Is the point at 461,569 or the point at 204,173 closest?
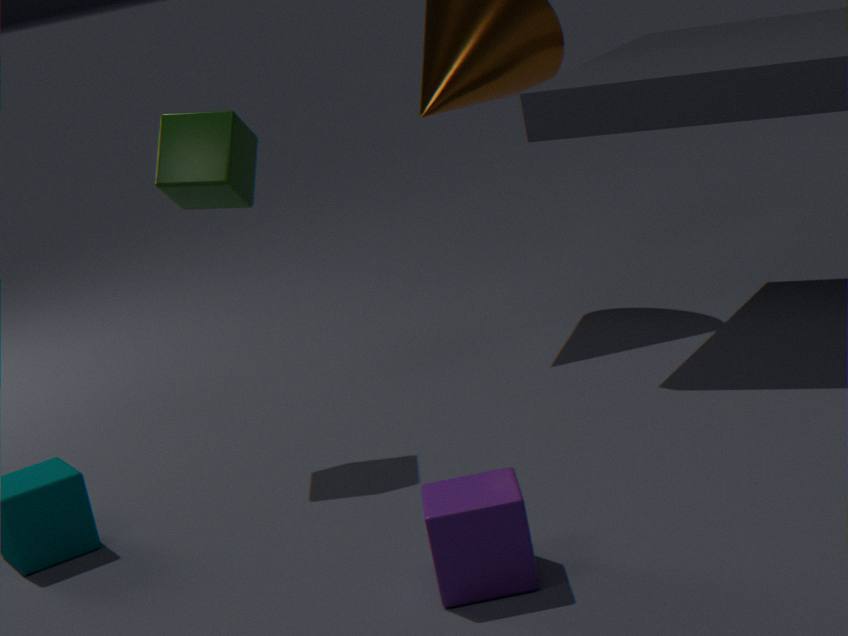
the point at 461,569
